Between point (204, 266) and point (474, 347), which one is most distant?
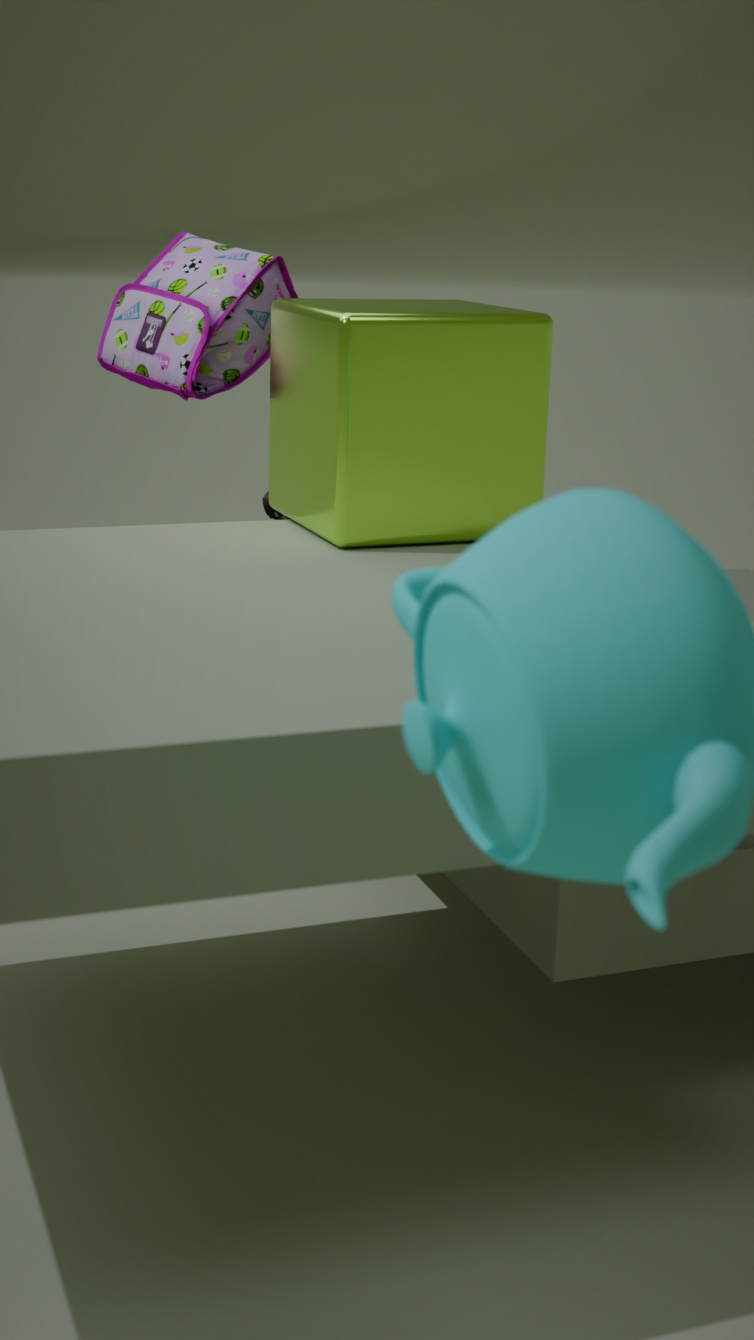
point (204, 266)
